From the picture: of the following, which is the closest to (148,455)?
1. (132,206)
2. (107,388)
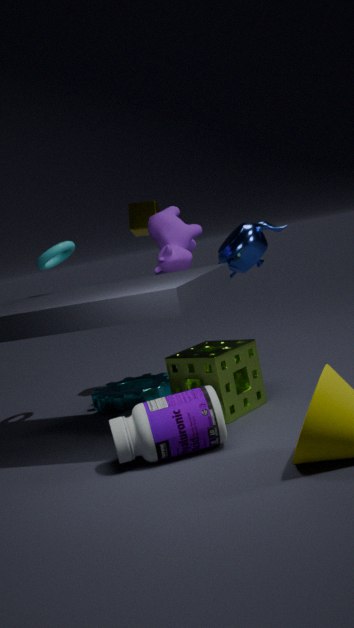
(107,388)
